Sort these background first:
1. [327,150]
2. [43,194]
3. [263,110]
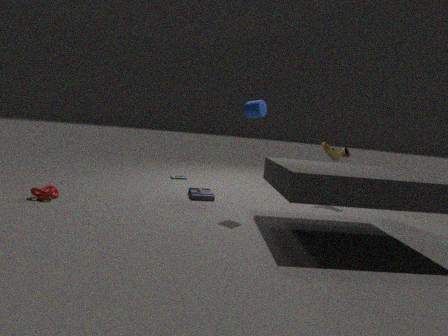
[327,150] → [43,194] → [263,110]
